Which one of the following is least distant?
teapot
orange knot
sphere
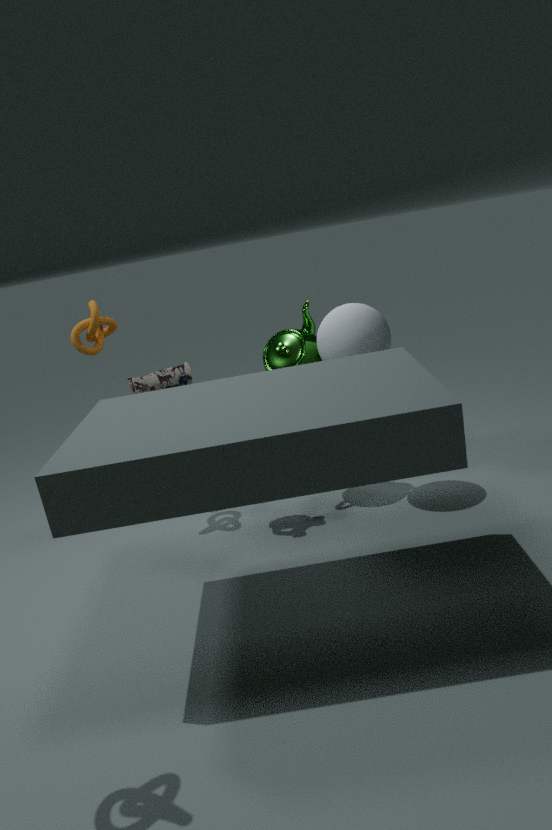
sphere
